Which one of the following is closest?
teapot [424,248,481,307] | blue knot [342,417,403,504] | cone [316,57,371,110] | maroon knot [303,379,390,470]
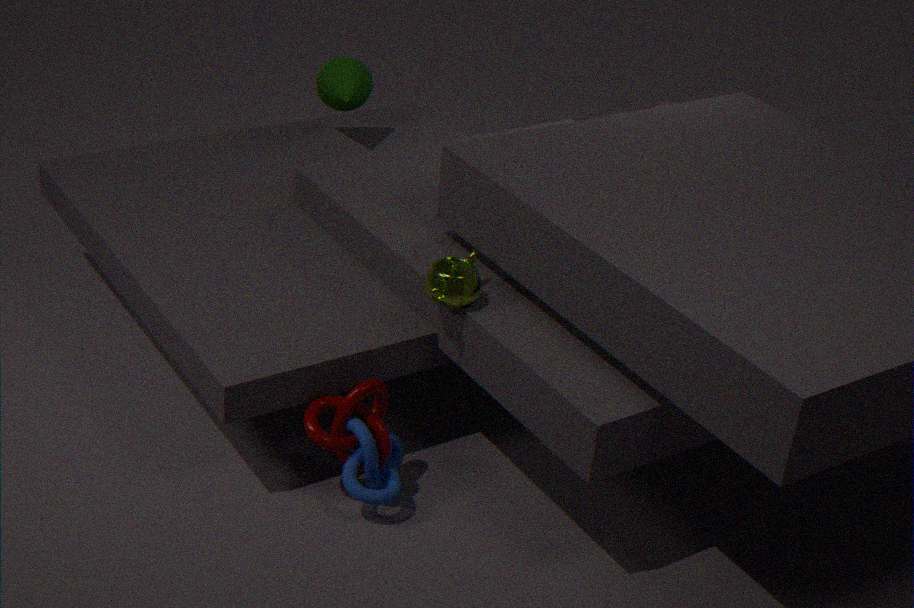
blue knot [342,417,403,504]
